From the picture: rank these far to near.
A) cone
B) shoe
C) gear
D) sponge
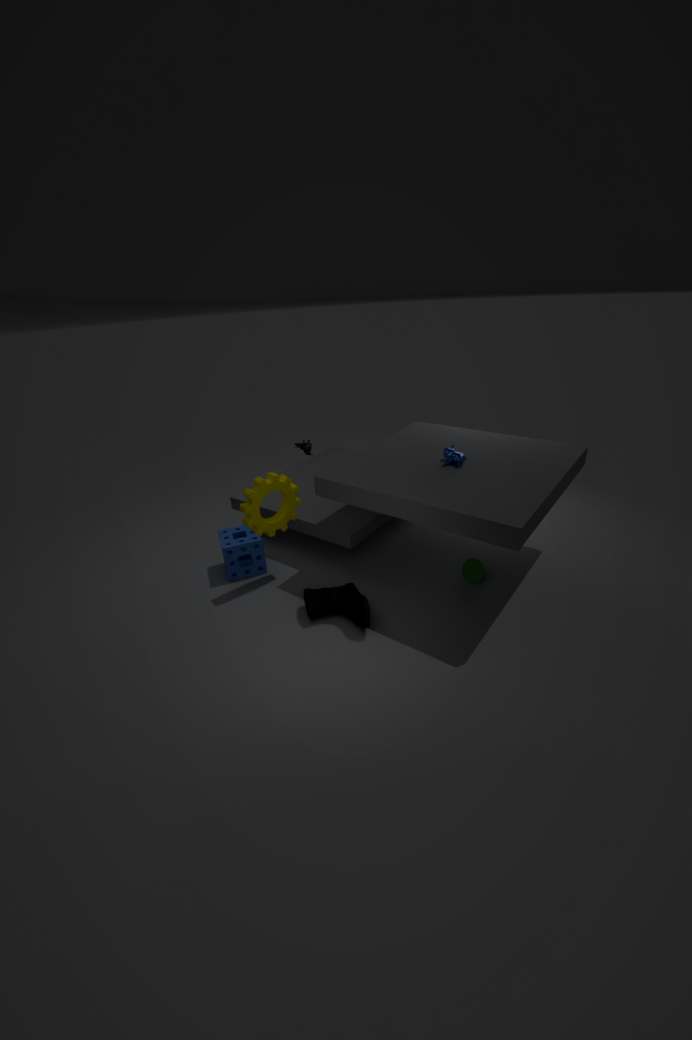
1. sponge
2. cone
3. gear
4. shoe
